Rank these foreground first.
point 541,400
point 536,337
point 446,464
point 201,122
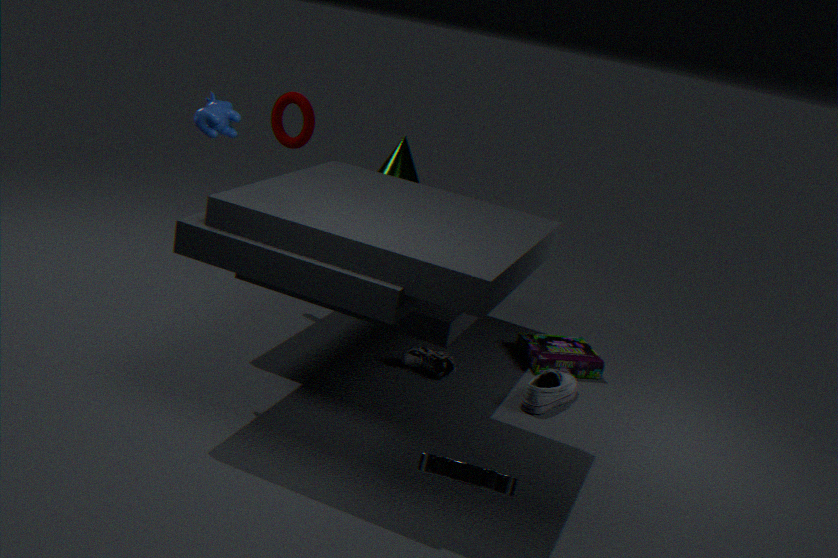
point 446,464 < point 201,122 < point 541,400 < point 536,337
